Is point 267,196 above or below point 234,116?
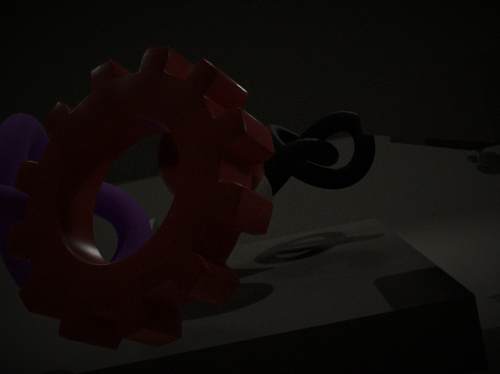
below
